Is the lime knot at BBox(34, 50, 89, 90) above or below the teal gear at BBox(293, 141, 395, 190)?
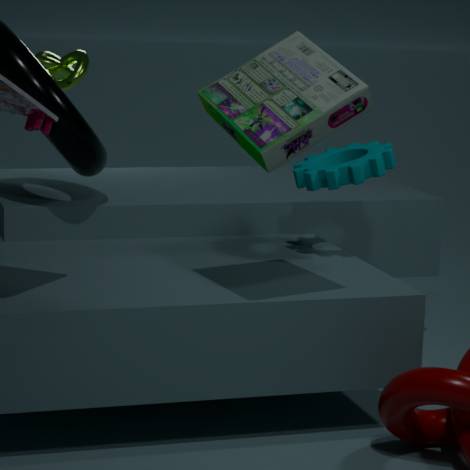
above
